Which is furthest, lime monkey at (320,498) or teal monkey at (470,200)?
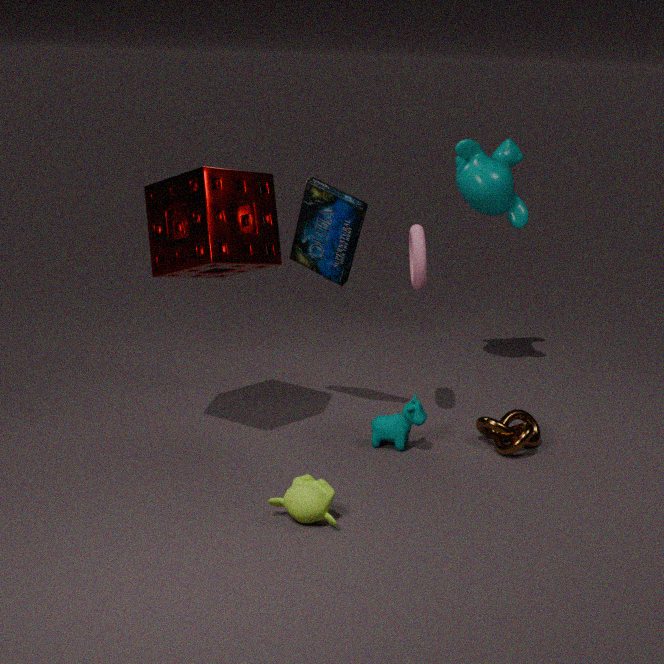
teal monkey at (470,200)
